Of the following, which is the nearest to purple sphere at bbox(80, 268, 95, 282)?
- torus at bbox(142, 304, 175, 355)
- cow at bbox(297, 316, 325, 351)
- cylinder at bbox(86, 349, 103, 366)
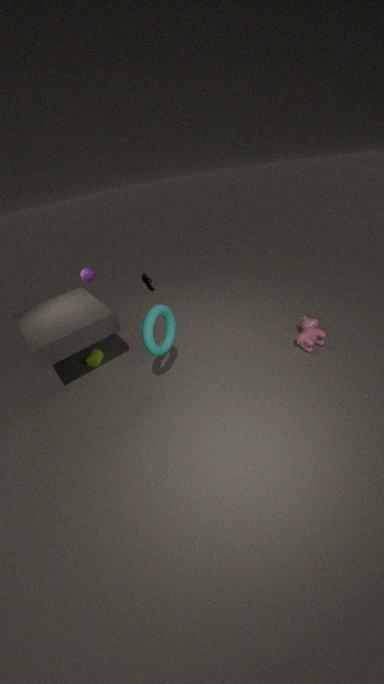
cylinder at bbox(86, 349, 103, 366)
